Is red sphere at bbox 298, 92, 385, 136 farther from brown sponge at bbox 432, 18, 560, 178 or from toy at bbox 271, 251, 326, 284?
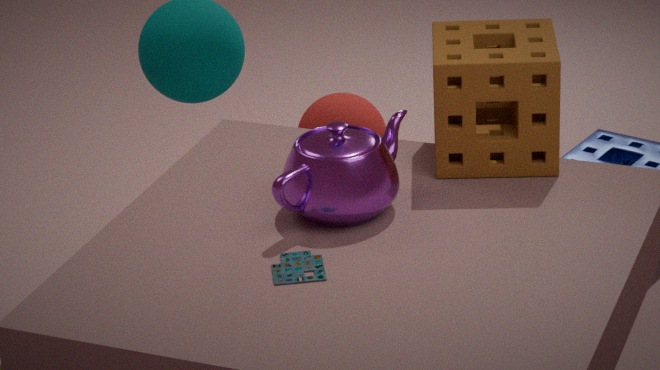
toy at bbox 271, 251, 326, 284
